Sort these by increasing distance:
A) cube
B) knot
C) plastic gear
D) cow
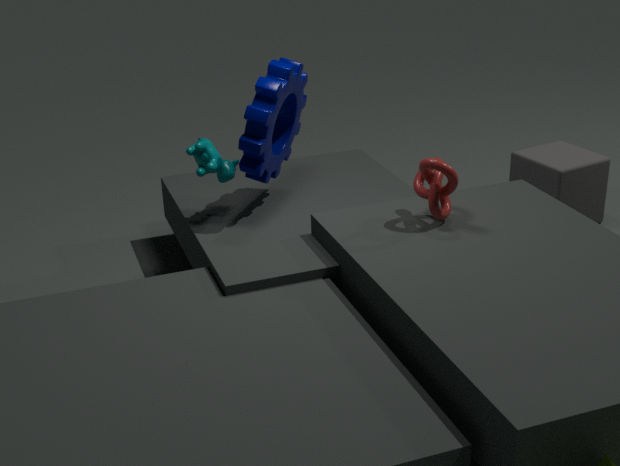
knot < plastic gear < cow < cube
